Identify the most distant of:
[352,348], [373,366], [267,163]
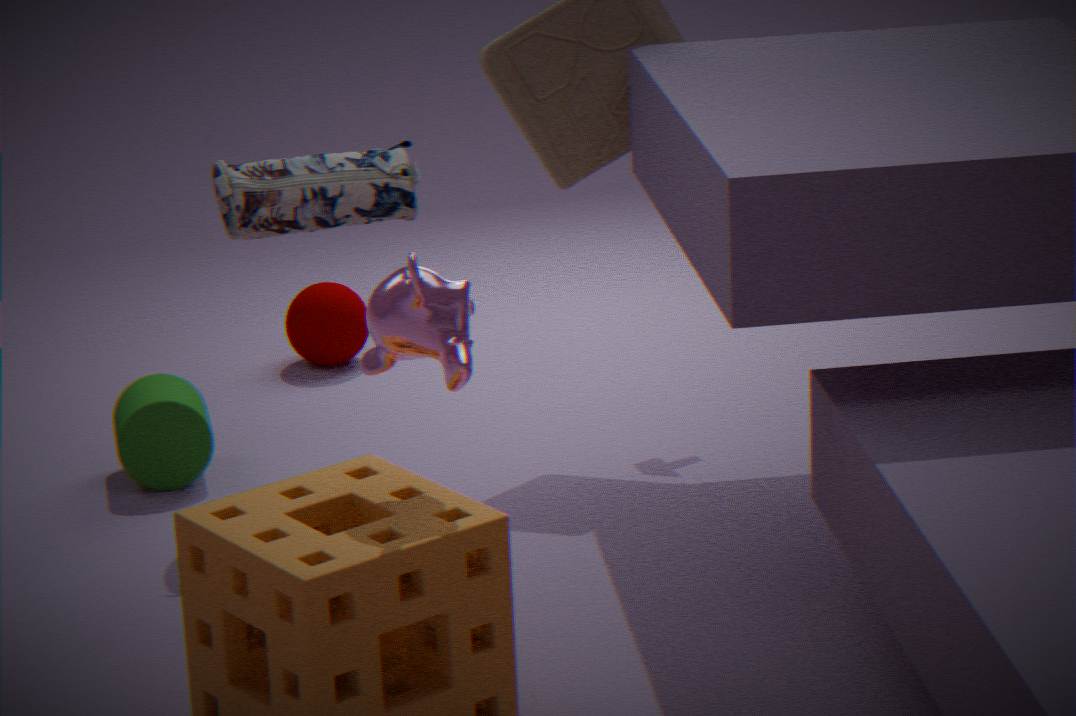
[352,348]
